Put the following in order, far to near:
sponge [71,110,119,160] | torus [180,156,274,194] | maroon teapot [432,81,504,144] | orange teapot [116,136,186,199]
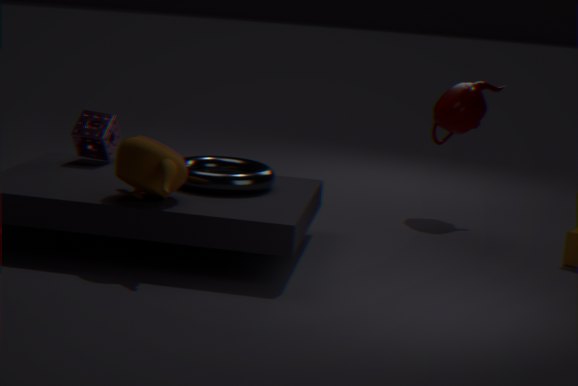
maroon teapot [432,81,504,144] → sponge [71,110,119,160] → torus [180,156,274,194] → orange teapot [116,136,186,199]
